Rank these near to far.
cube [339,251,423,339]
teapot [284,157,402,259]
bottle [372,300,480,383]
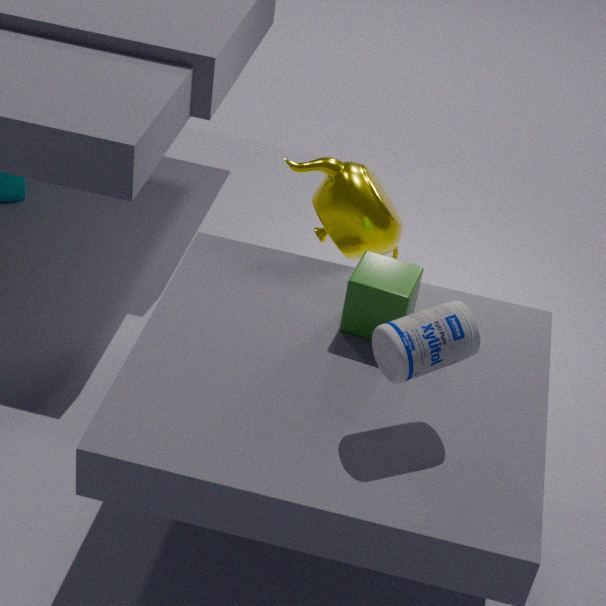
bottle [372,300,480,383], cube [339,251,423,339], teapot [284,157,402,259]
